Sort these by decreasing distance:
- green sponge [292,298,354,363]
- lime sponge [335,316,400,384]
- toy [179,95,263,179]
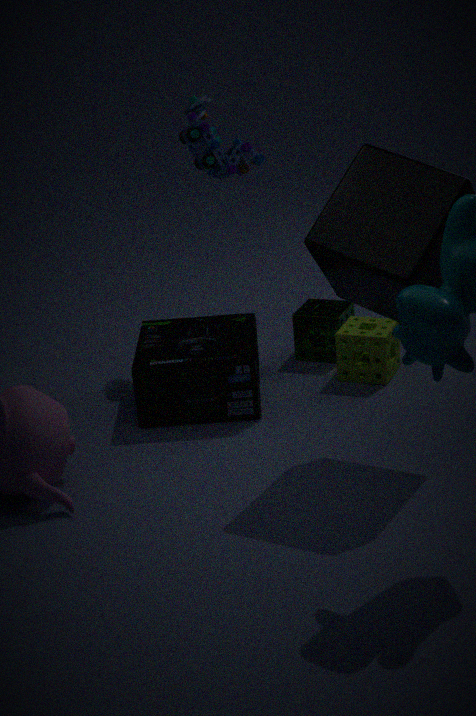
1. green sponge [292,298,354,363]
2. toy [179,95,263,179]
3. lime sponge [335,316,400,384]
